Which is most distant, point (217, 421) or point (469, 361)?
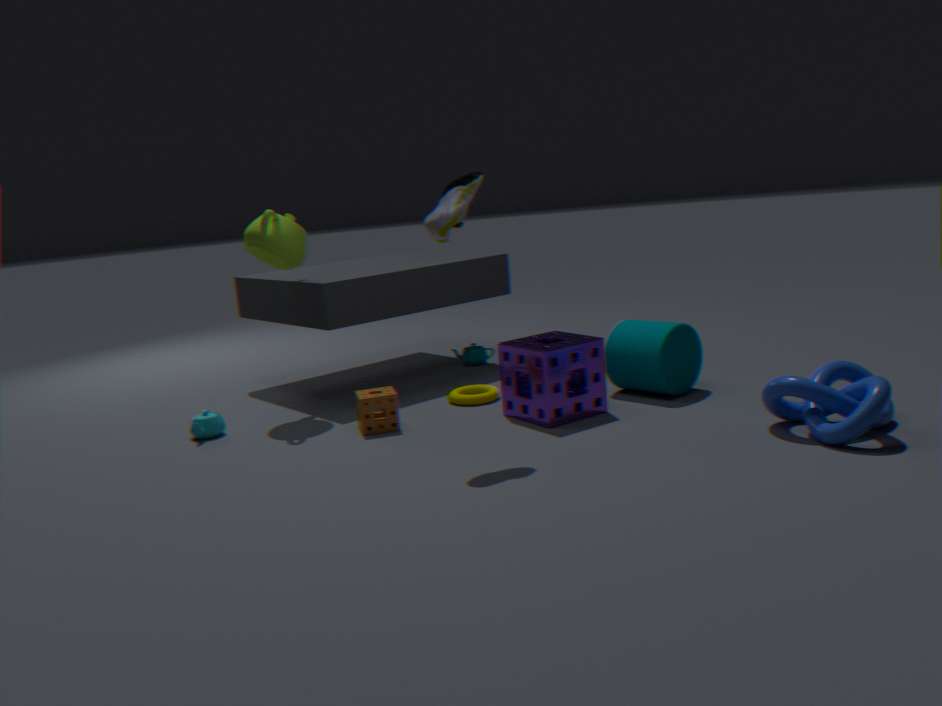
point (469, 361)
